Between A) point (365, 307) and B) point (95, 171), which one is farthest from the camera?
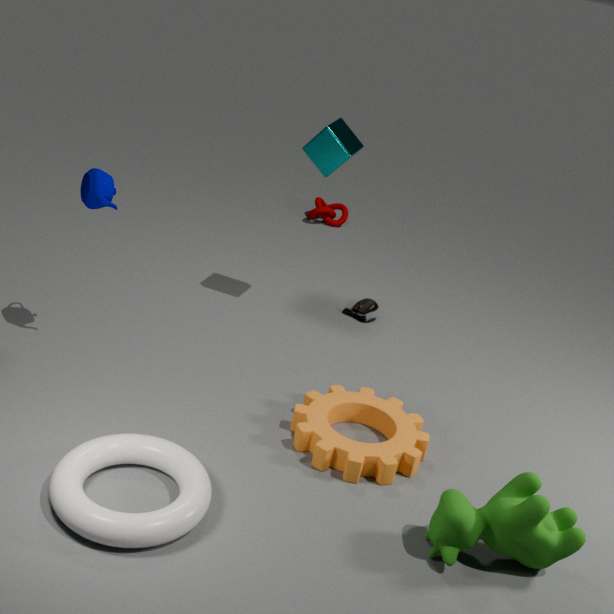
A. point (365, 307)
